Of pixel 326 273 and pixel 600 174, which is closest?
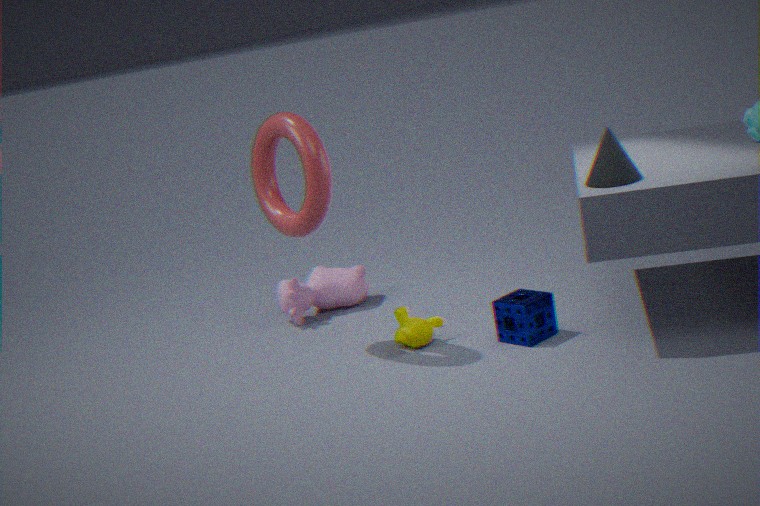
pixel 600 174
